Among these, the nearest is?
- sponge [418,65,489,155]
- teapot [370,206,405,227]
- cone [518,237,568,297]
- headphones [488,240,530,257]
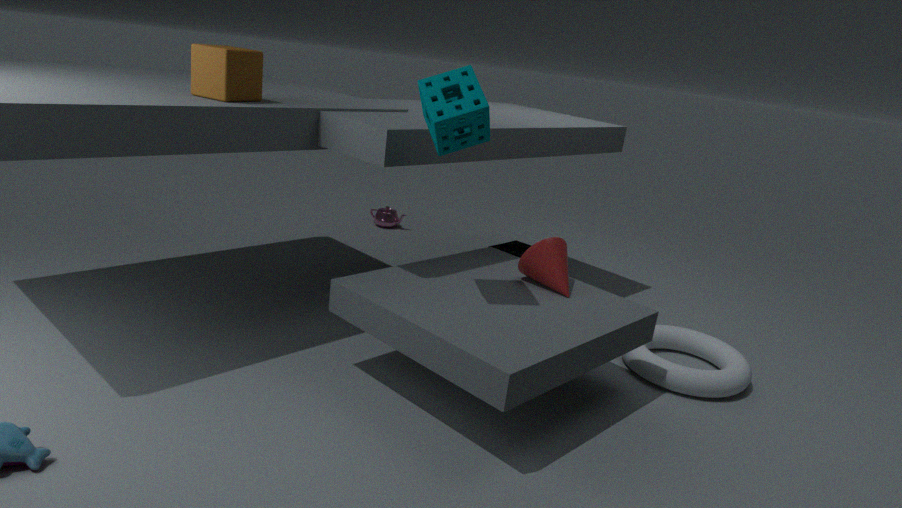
sponge [418,65,489,155]
